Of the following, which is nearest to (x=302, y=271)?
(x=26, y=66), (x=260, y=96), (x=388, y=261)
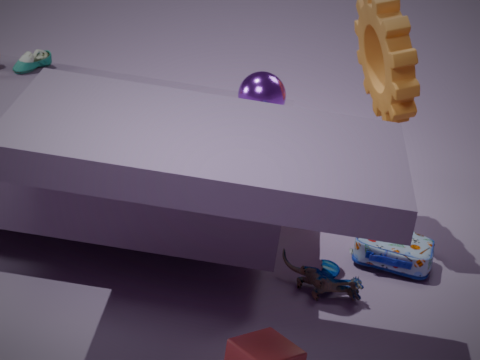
(x=388, y=261)
